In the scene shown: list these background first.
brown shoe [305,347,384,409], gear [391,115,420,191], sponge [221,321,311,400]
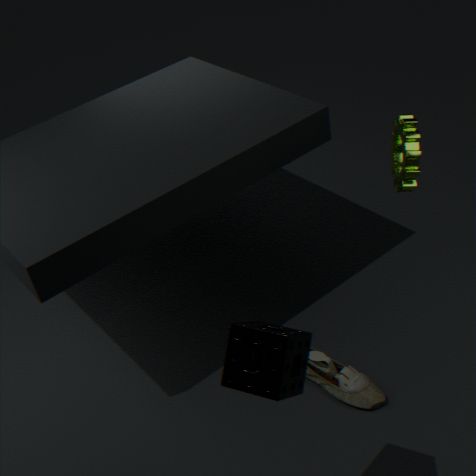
brown shoe [305,347,384,409] < gear [391,115,420,191] < sponge [221,321,311,400]
